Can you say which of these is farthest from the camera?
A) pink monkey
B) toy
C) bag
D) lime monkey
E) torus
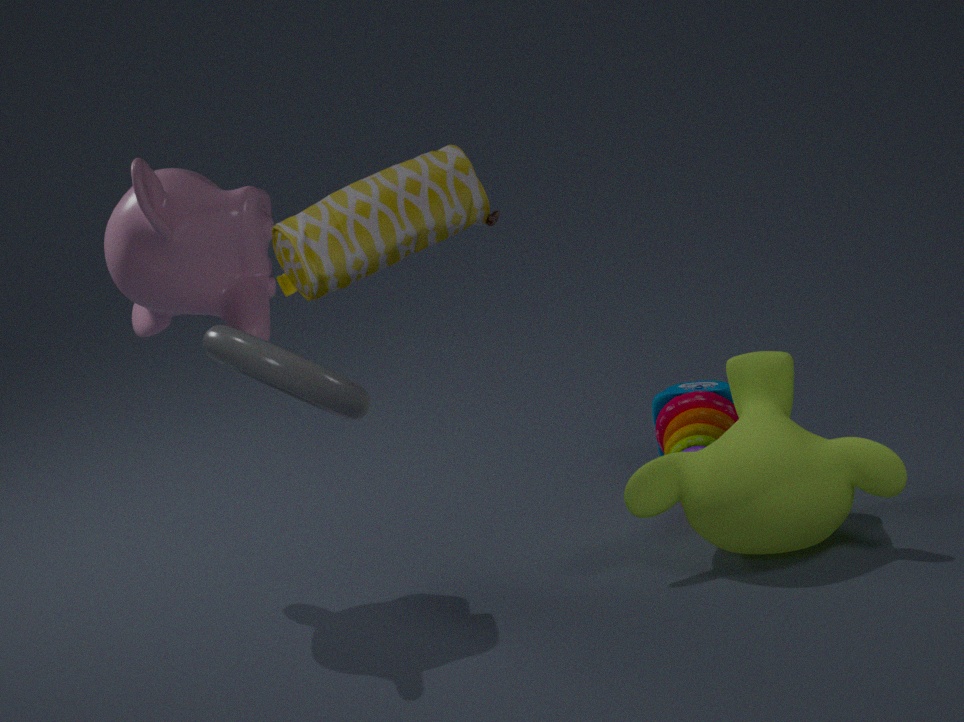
toy
